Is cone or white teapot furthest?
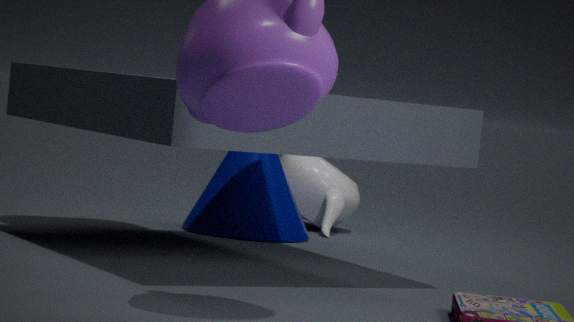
white teapot
